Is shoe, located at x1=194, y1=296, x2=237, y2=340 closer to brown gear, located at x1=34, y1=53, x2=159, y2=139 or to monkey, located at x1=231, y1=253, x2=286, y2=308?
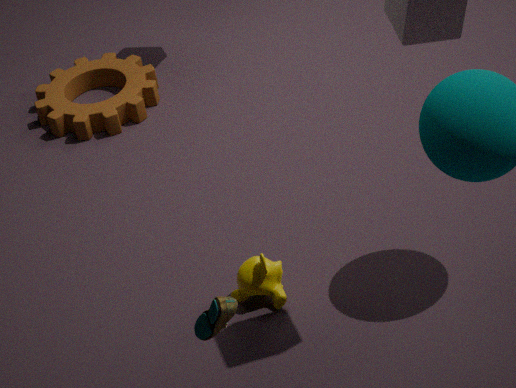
monkey, located at x1=231, y1=253, x2=286, y2=308
